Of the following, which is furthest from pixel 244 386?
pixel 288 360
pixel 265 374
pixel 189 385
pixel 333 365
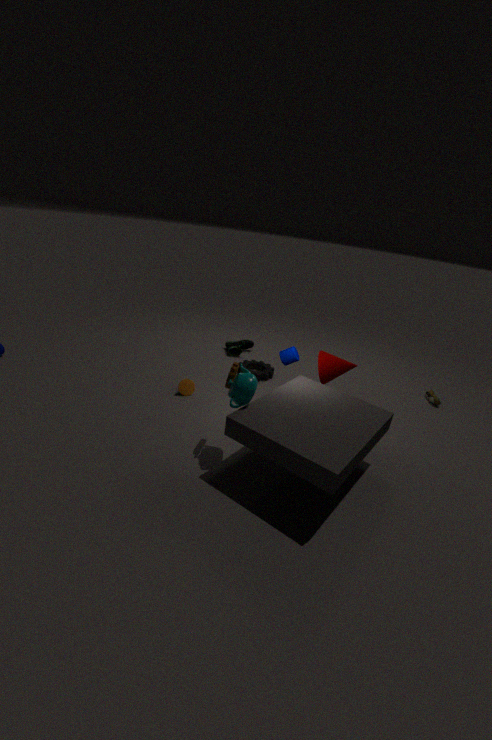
pixel 265 374
